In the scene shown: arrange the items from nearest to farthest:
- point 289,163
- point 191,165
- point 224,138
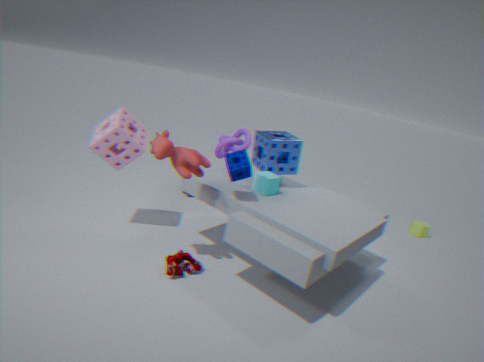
point 191,165, point 289,163, point 224,138
